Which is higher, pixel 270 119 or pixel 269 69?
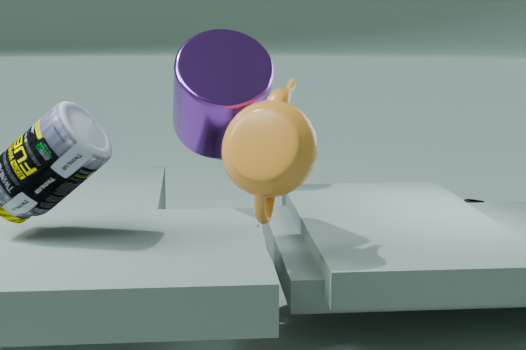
pixel 269 69
